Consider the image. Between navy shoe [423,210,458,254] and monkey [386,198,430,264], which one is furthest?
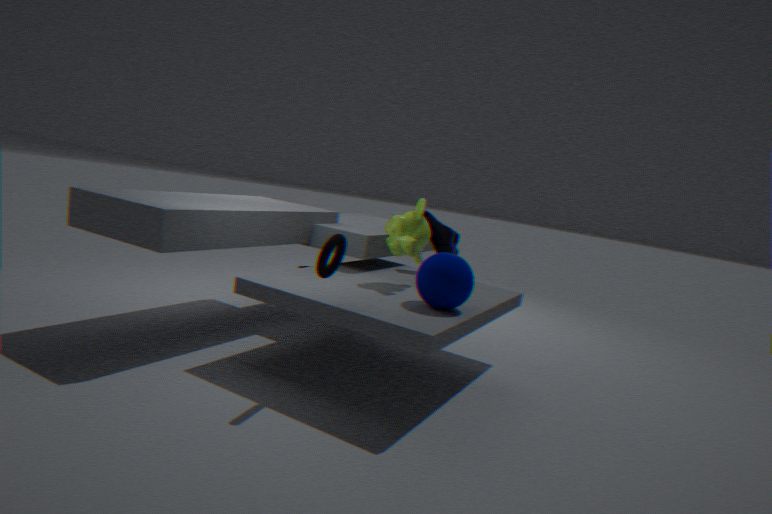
navy shoe [423,210,458,254]
